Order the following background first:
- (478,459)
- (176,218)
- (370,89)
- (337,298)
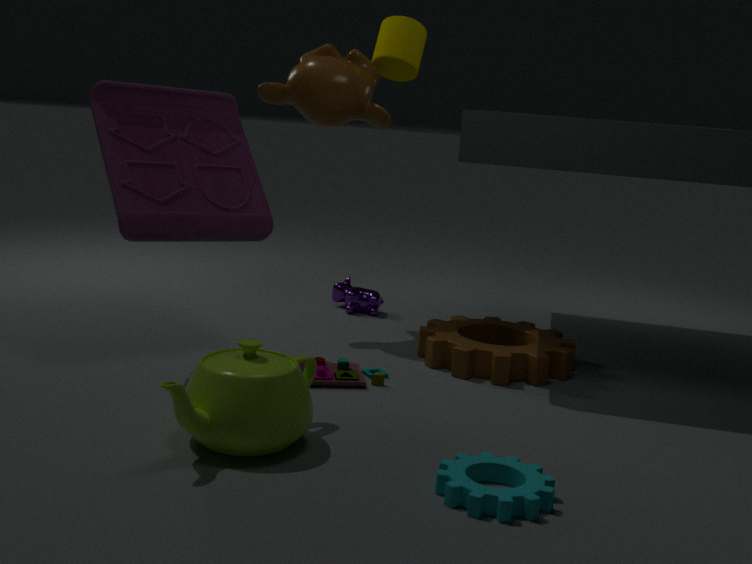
Result: (337,298) → (370,89) → (176,218) → (478,459)
